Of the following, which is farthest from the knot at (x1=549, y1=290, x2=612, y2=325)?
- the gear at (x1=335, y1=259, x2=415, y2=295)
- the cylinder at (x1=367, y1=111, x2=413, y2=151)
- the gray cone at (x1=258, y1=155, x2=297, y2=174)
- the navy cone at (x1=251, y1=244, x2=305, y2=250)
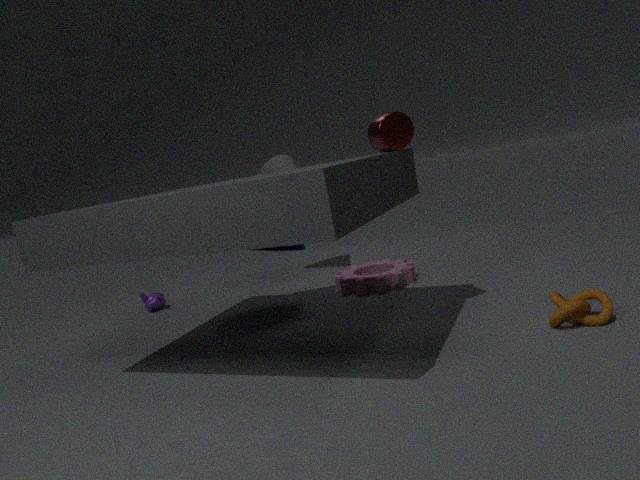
the gray cone at (x1=258, y1=155, x2=297, y2=174)
